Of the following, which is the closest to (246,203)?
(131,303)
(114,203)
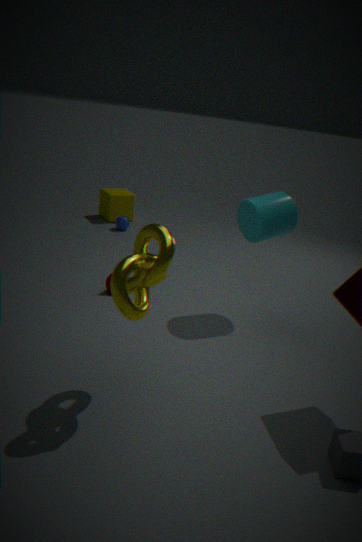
(131,303)
